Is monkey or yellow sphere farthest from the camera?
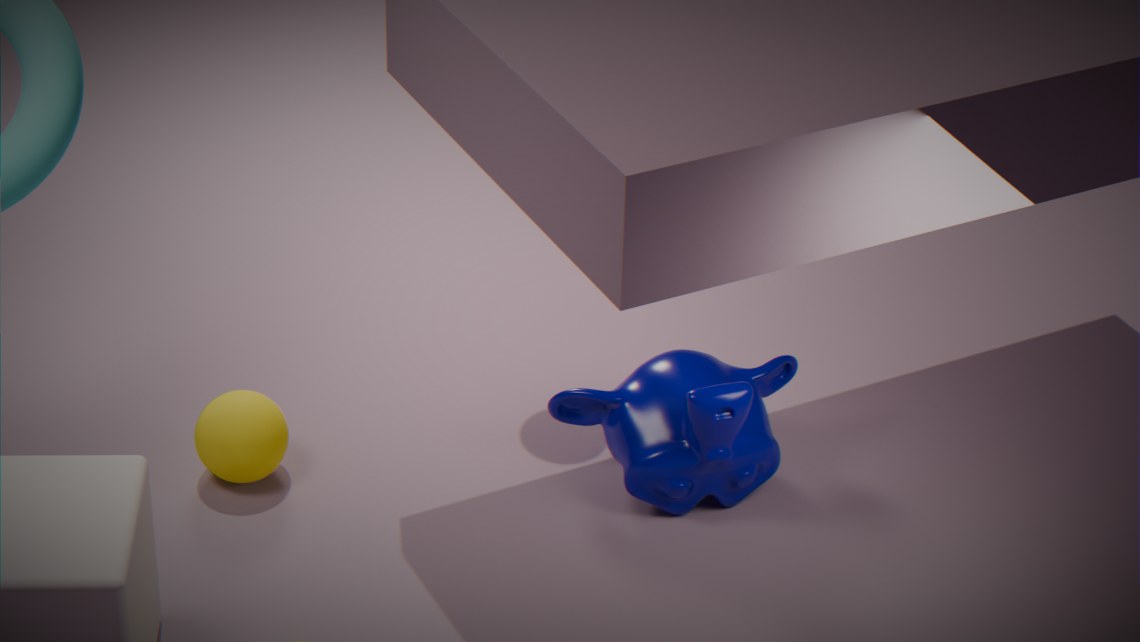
yellow sphere
